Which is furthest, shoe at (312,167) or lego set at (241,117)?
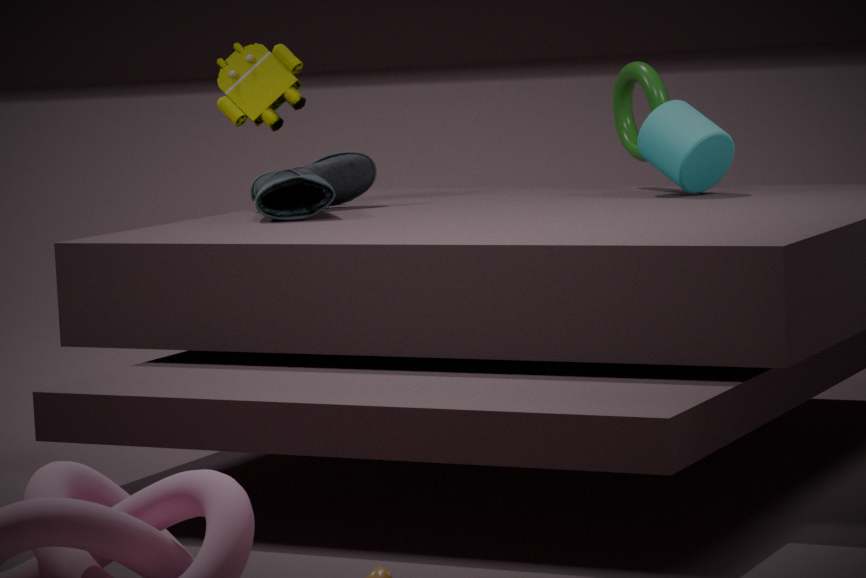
lego set at (241,117)
